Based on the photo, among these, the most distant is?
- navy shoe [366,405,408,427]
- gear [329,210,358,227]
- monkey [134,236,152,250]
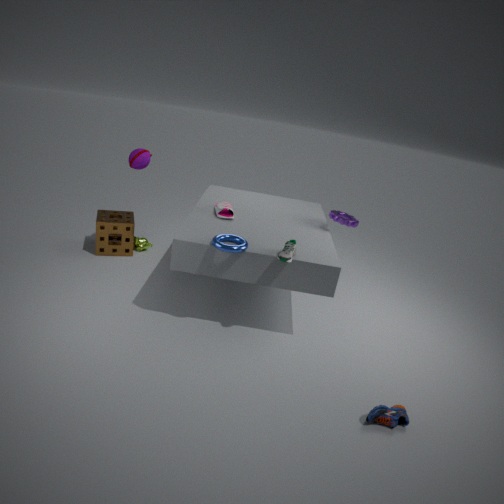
monkey [134,236,152,250]
